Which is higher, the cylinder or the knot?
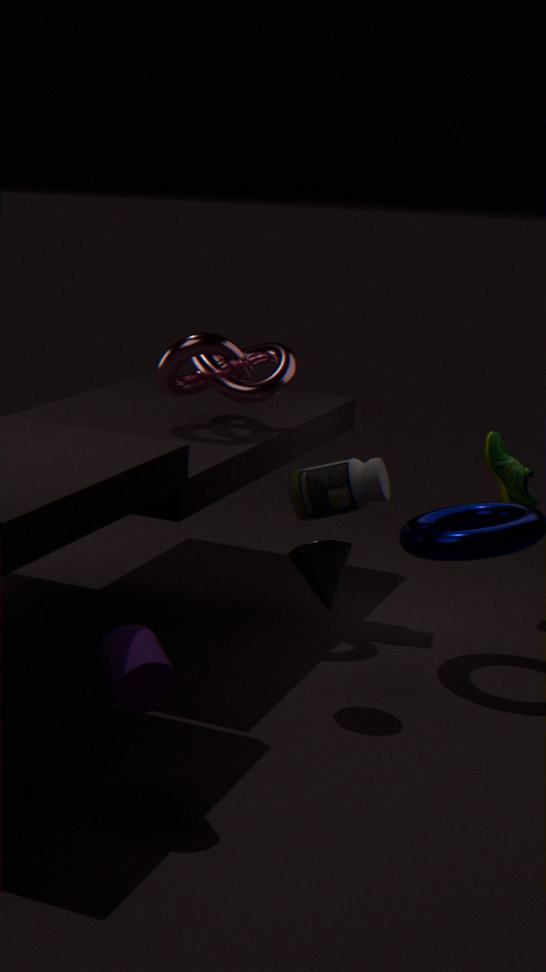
the knot
